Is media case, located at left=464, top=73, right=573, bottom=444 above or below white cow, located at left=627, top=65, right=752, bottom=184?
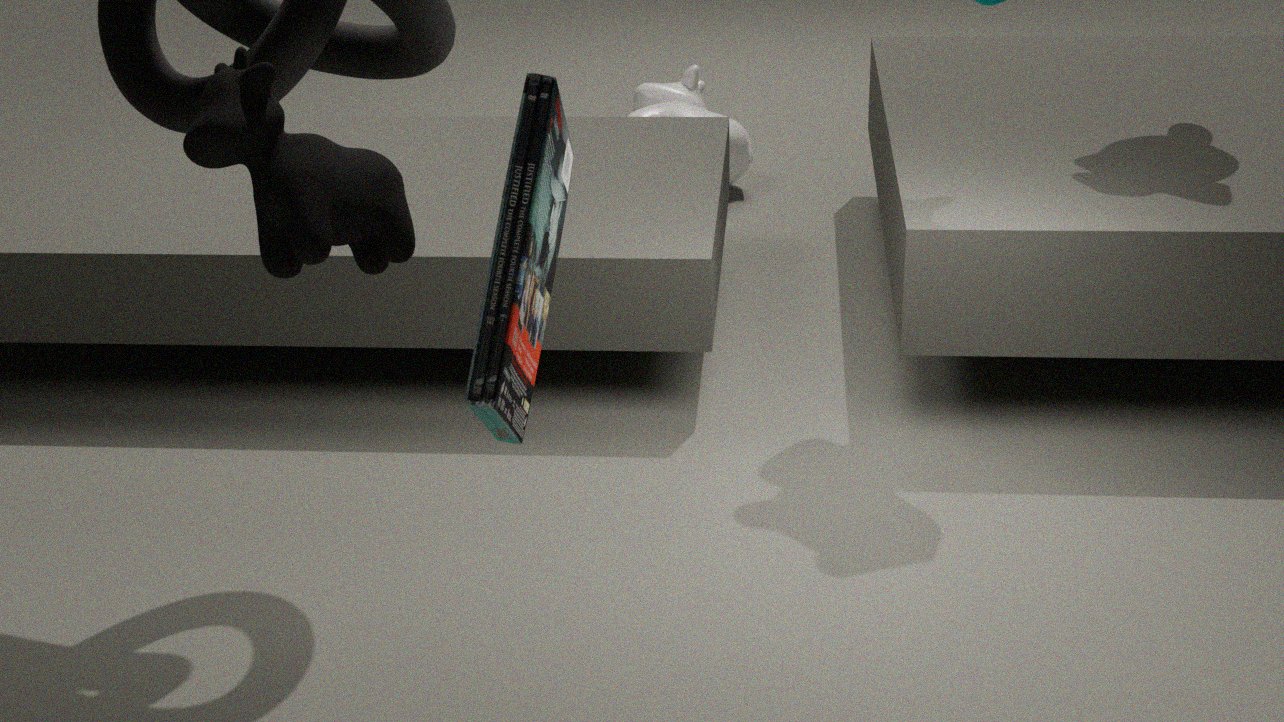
above
